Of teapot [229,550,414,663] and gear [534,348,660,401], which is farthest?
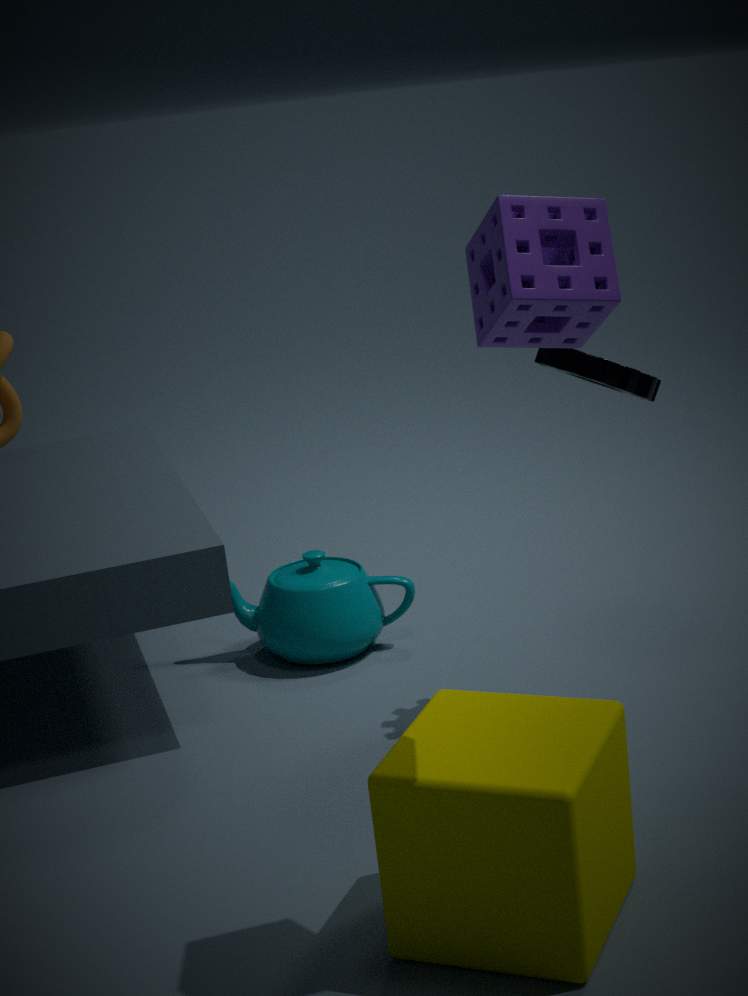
teapot [229,550,414,663]
